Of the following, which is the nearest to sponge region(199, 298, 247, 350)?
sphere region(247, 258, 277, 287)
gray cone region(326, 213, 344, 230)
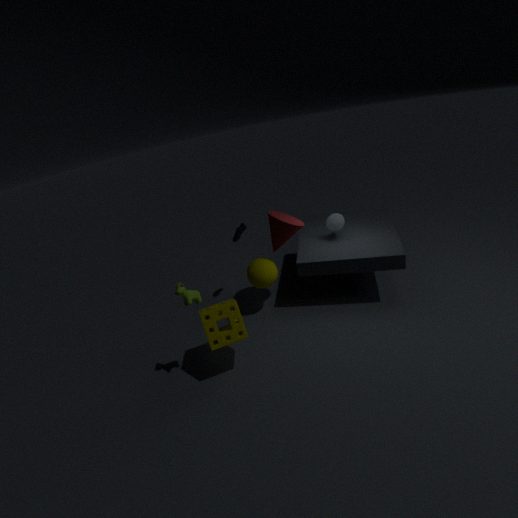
sphere region(247, 258, 277, 287)
